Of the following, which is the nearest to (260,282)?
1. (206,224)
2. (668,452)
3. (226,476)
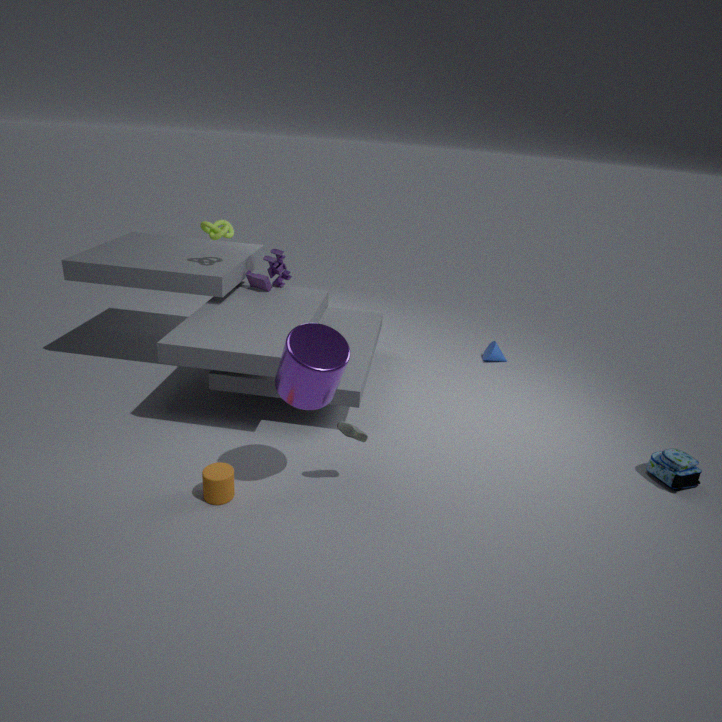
(206,224)
